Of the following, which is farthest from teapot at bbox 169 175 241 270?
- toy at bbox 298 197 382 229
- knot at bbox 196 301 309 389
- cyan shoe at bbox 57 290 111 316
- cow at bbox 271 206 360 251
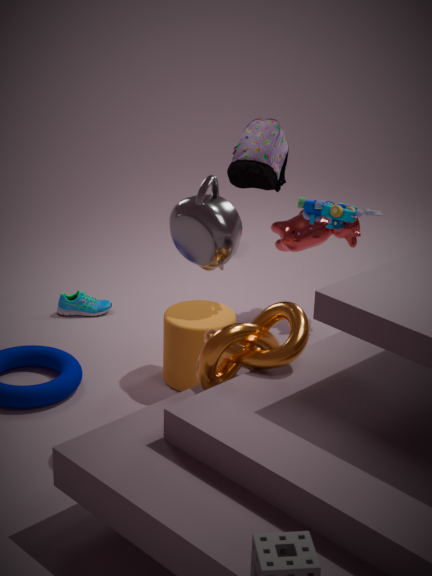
cyan shoe at bbox 57 290 111 316
